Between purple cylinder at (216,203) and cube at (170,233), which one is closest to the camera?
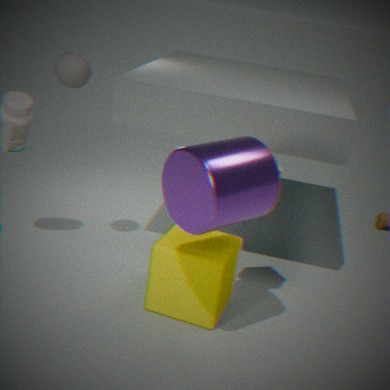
purple cylinder at (216,203)
